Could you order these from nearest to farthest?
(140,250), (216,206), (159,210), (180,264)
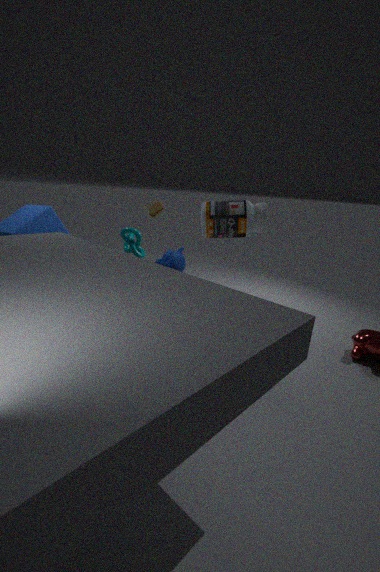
(180,264)
(216,206)
(140,250)
(159,210)
